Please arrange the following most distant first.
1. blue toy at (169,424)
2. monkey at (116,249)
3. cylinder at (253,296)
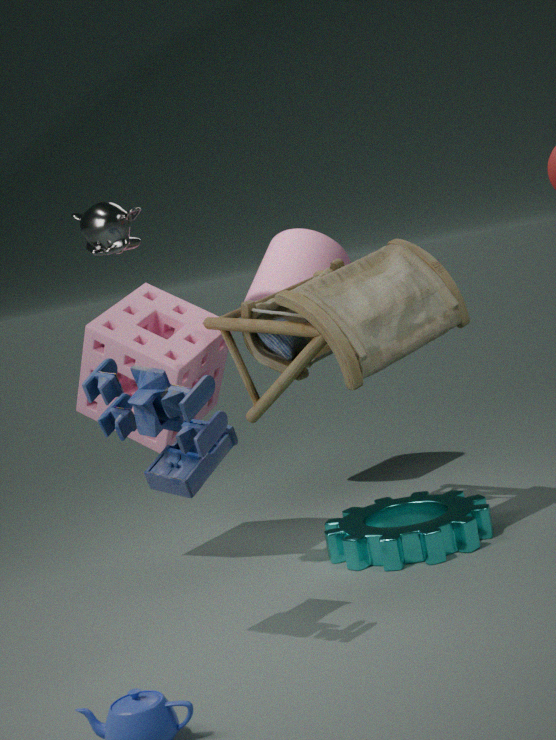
cylinder at (253,296) → monkey at (116,249) → blue toy at (169,424)
